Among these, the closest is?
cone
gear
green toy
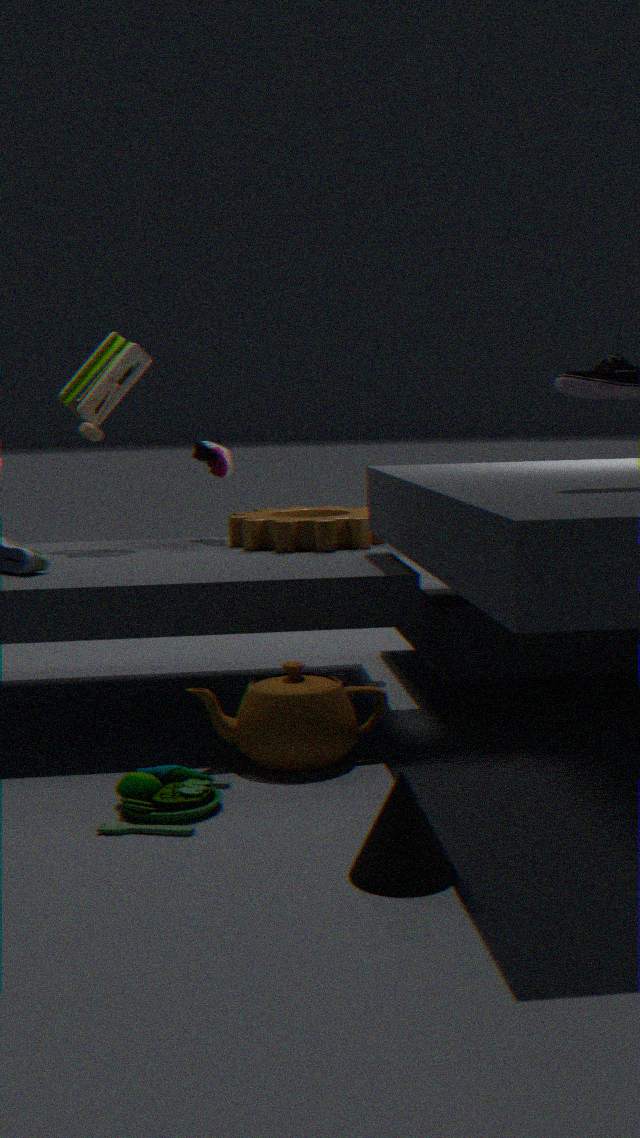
cone
